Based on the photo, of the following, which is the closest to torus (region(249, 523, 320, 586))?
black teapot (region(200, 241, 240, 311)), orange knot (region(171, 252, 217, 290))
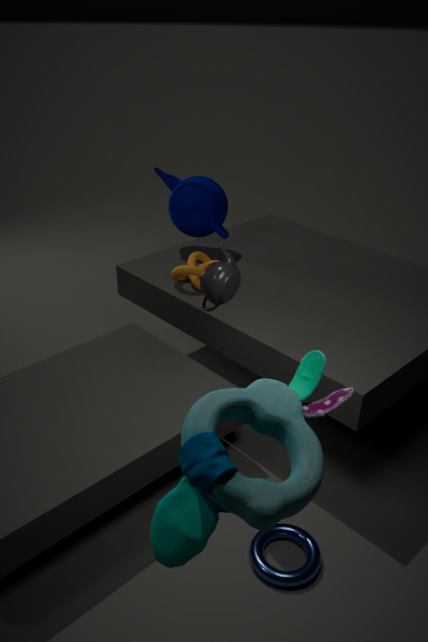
black teapot (region(200, 241, 240, 311))
